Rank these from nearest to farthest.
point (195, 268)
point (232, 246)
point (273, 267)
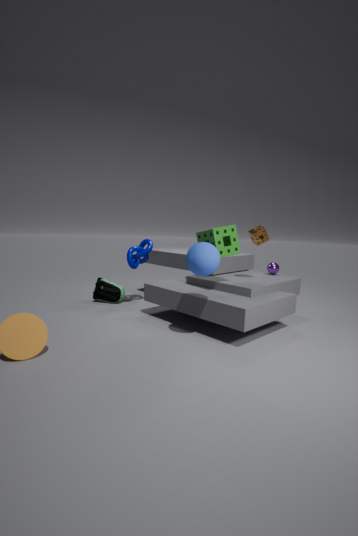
point (195, 268)
point (232, 246)
point (273, 267)
